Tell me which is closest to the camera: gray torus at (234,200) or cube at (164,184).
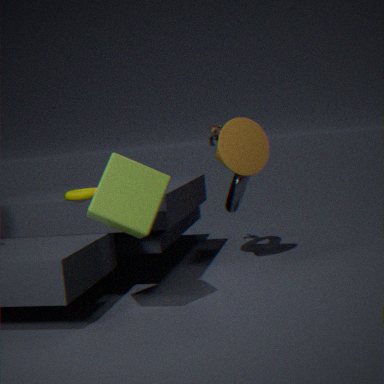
cube at (164,184)
